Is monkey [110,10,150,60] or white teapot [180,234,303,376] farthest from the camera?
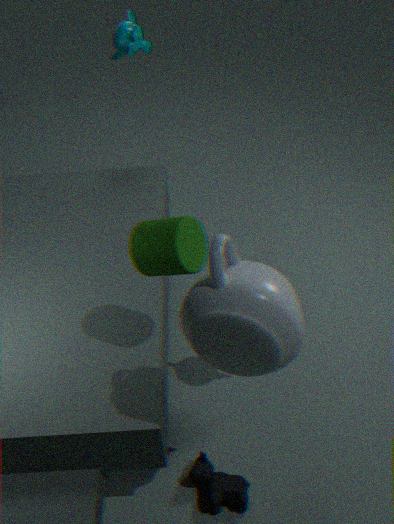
monkey [110,10,150,60]
